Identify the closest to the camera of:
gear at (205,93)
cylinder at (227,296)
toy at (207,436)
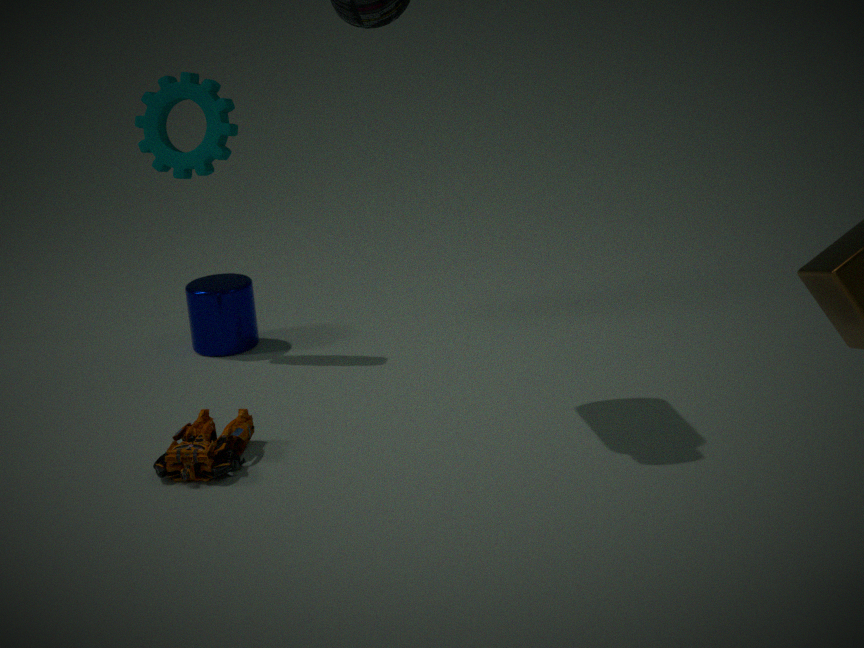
toy at (207,436)
